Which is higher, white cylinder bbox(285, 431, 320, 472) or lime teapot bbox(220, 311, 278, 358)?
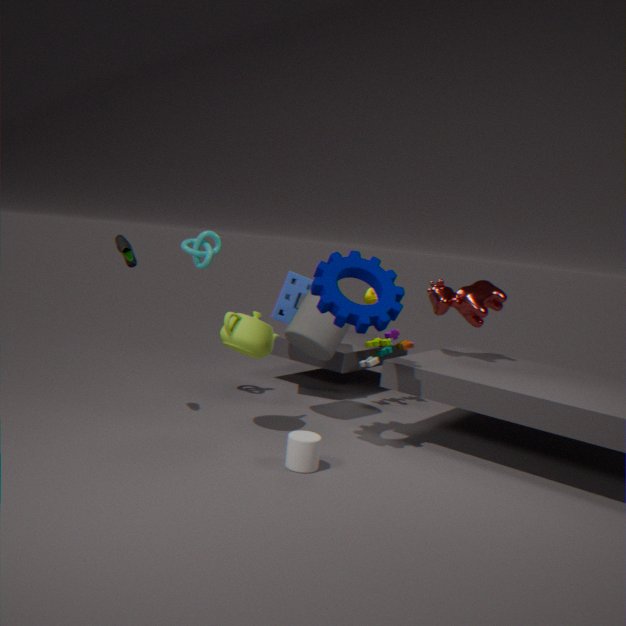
lime teapot bbox(220, 311, 278, 358)
